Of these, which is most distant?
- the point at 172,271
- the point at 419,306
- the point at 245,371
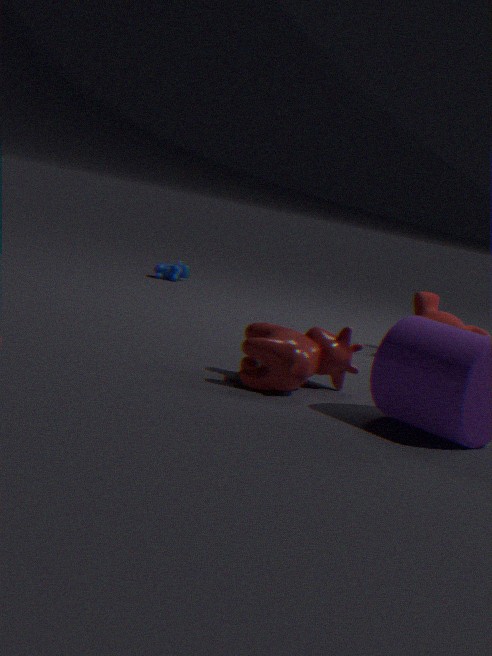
the point at 172,271
